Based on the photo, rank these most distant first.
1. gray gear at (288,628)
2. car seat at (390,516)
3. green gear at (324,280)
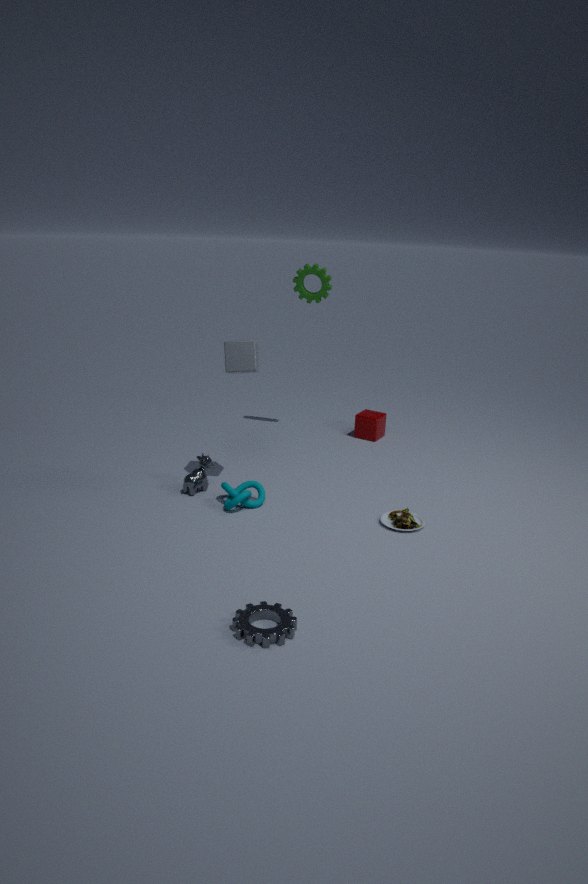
1. green gear at (324,280)
2. car seat at (390,516)
3. gray gear at (288,628)
